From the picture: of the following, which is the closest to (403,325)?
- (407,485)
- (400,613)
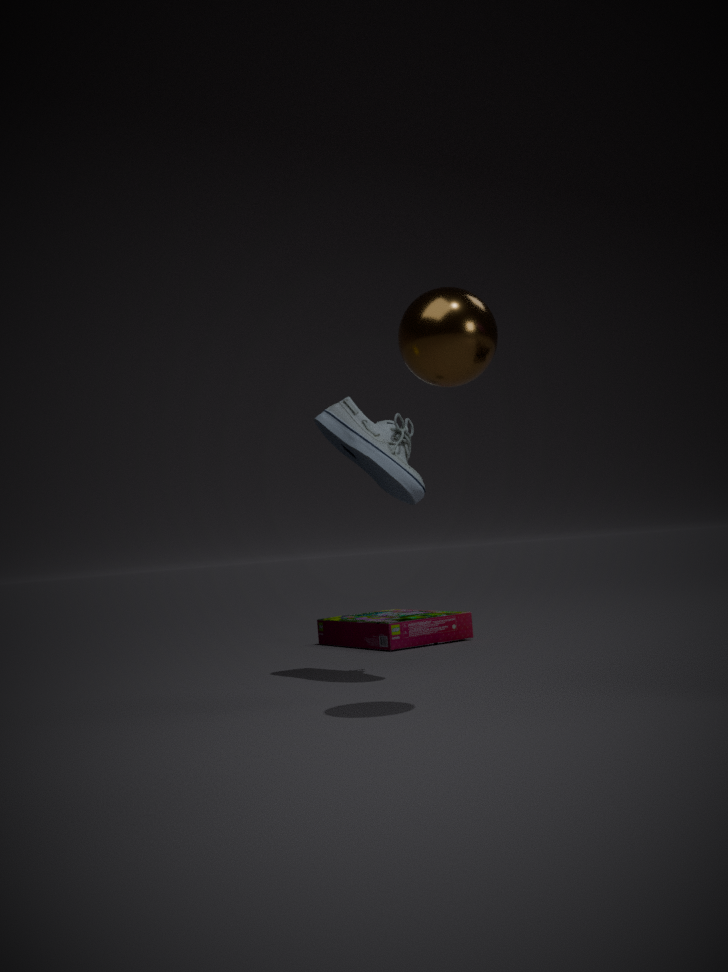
(407,485)
